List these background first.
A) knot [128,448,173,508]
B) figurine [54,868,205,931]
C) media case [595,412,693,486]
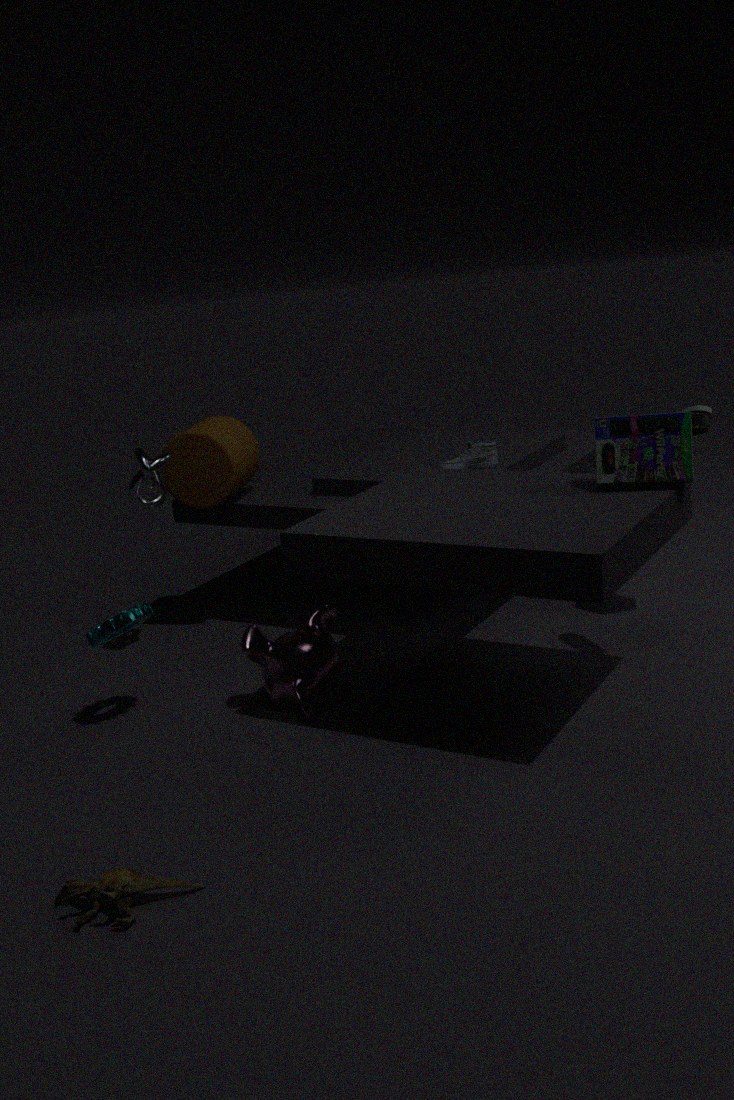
knot [128,448,173,508] → media case [595,412,693,486] → figurine [54,868,205,931]
